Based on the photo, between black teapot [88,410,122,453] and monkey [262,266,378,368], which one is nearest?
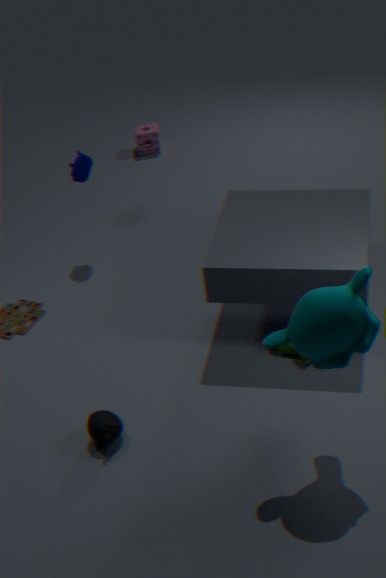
monkey [262,266,378,368]
